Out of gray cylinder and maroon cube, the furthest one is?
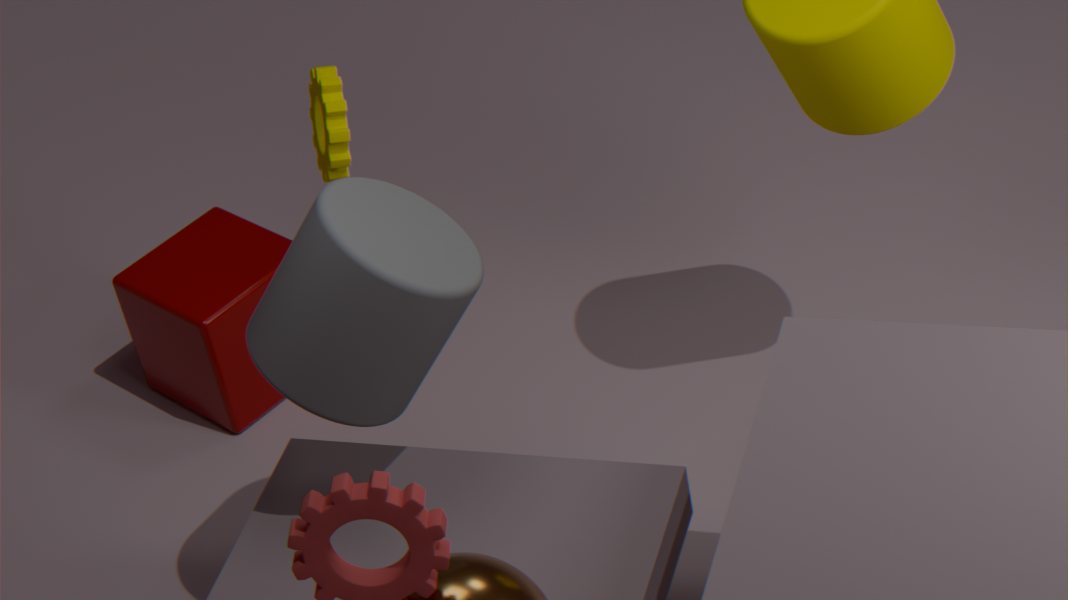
maroon cube
